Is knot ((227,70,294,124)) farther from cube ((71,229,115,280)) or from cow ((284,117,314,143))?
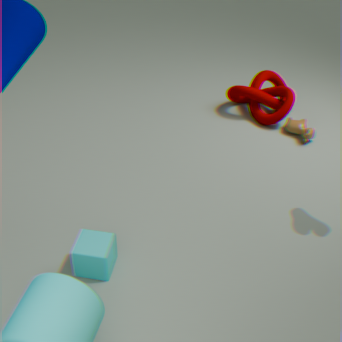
cube ((71,229,115,280))
